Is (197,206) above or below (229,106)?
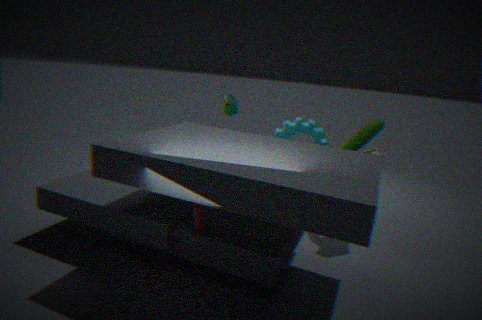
below
